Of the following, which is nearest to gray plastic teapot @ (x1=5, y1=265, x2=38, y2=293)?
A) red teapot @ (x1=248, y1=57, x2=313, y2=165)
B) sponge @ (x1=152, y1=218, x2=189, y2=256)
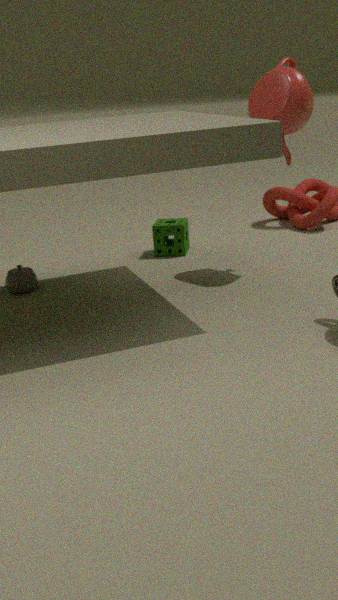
sponge @ (x1=152, y1=218, x2=189, y2=256)
